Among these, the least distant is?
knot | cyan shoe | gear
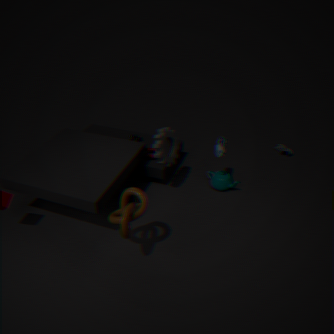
knot
